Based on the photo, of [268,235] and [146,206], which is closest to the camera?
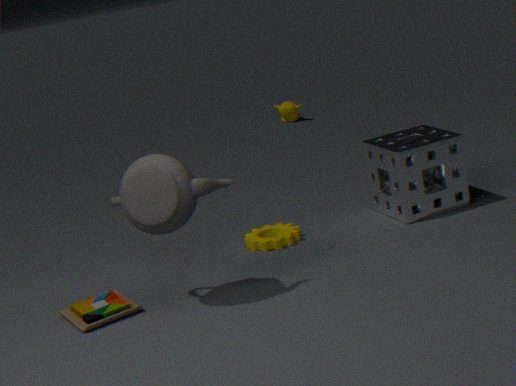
[146,206]
